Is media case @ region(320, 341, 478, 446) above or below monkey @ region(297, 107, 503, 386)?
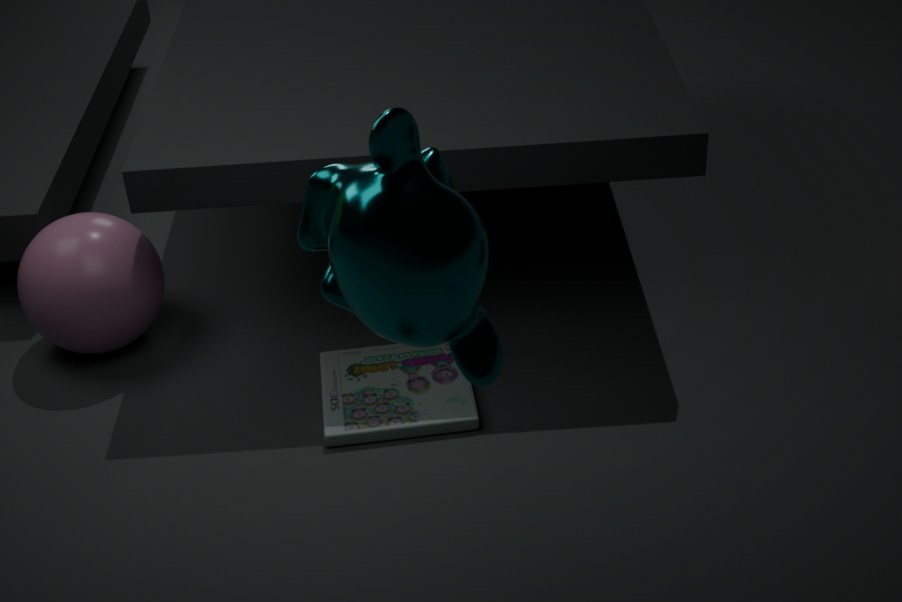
below
